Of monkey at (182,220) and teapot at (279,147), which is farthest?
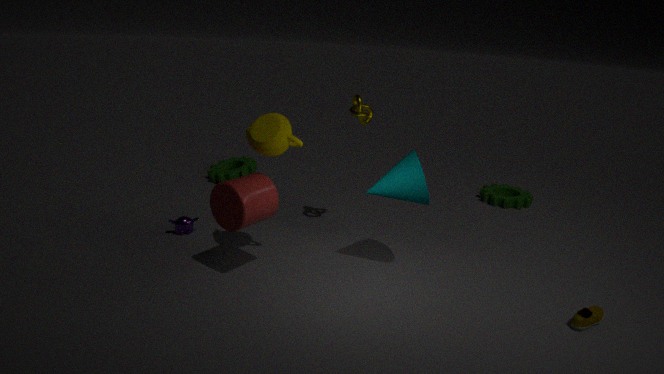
monkey at (182,220)
